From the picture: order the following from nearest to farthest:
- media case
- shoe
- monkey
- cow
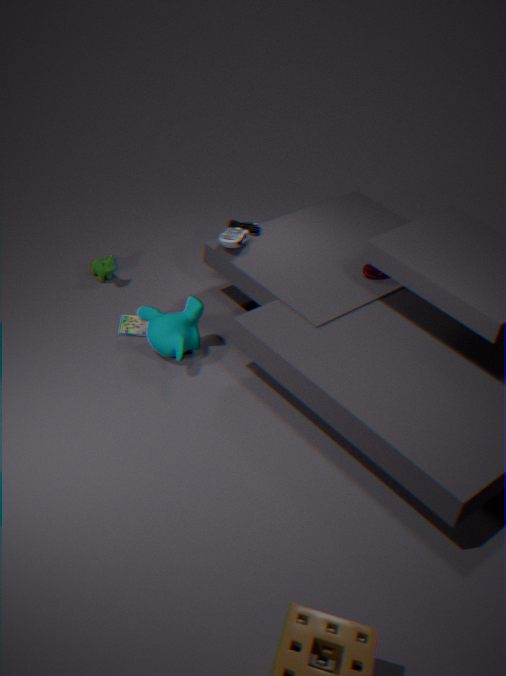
monkey, media case, shoe, cow
